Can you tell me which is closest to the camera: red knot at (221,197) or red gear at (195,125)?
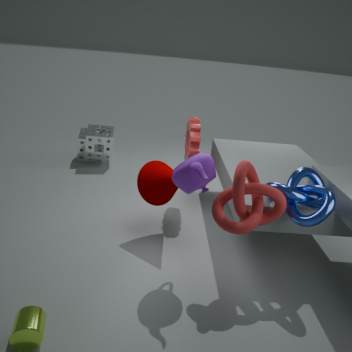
red knot at (221,197)
